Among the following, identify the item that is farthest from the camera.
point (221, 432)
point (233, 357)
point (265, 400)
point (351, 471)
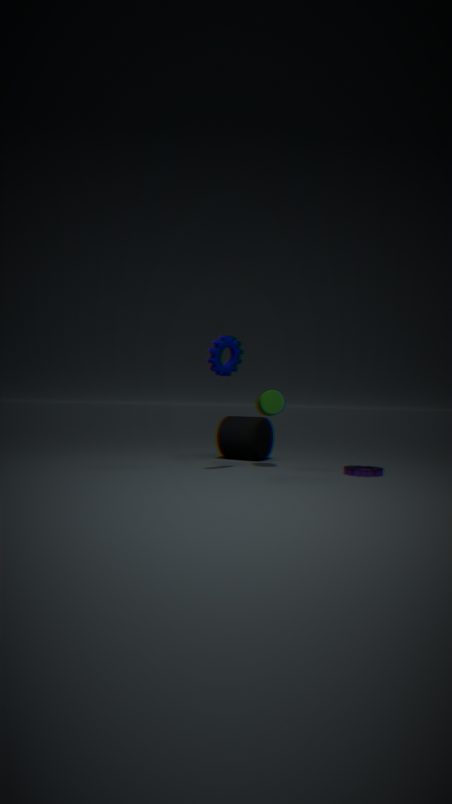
point (221, 432)
